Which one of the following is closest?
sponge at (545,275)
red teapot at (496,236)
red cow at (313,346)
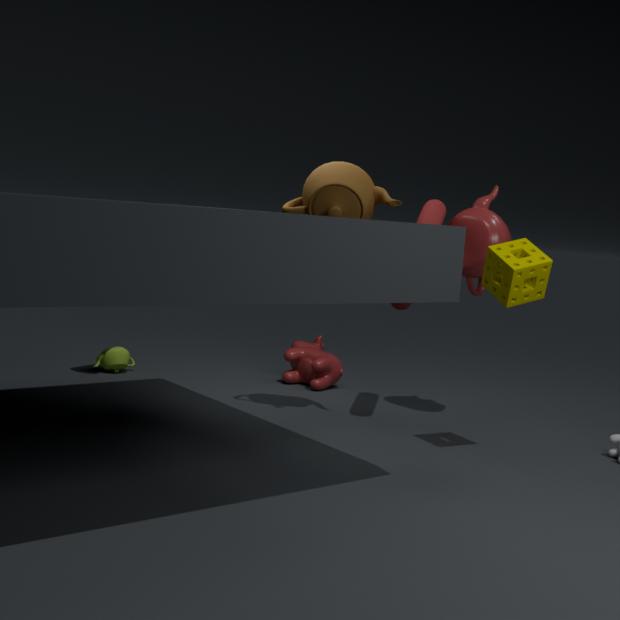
sponge at (545,275)
